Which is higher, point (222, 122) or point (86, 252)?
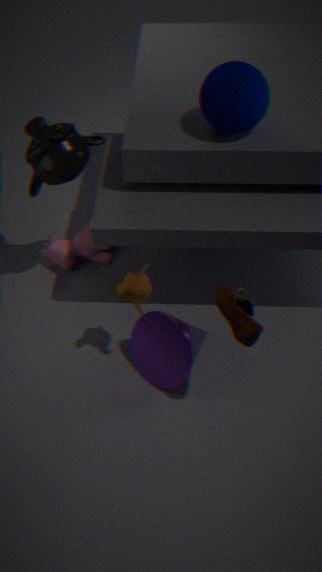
point (222, 122)
